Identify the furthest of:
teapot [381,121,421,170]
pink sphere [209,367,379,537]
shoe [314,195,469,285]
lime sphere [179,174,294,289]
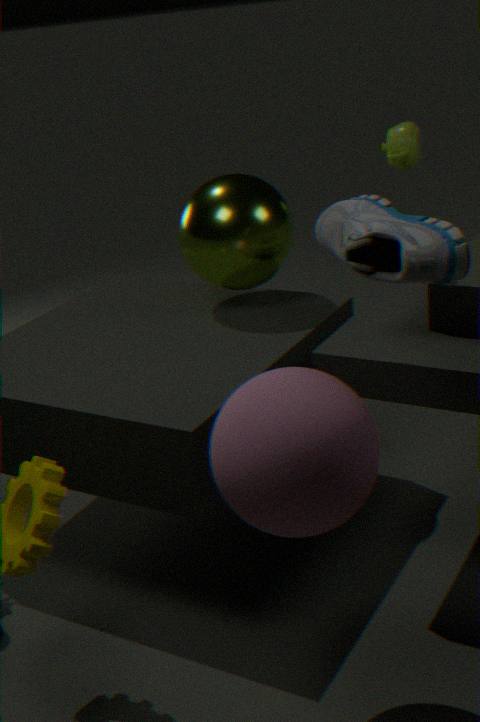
teapot [381,121,421,170]
